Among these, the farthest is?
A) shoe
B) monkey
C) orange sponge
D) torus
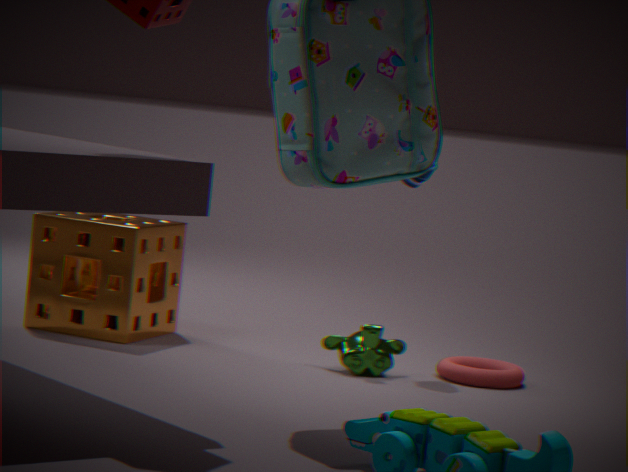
shoe
